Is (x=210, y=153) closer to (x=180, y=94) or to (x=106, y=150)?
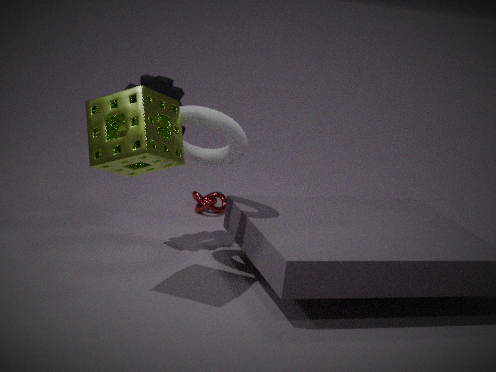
(x=180, y=94)
